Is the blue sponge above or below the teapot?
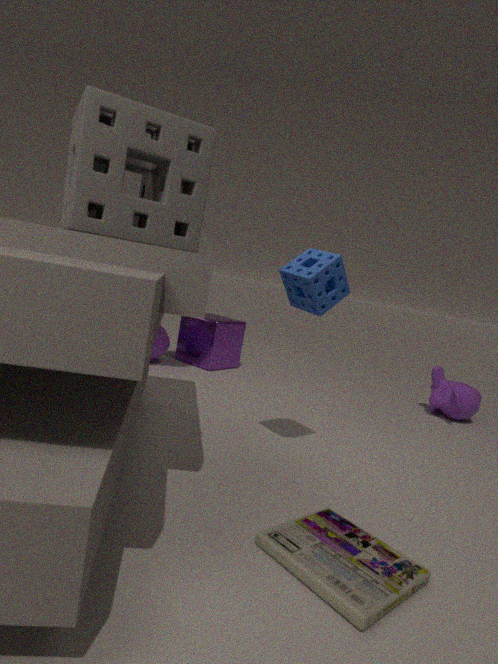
above
